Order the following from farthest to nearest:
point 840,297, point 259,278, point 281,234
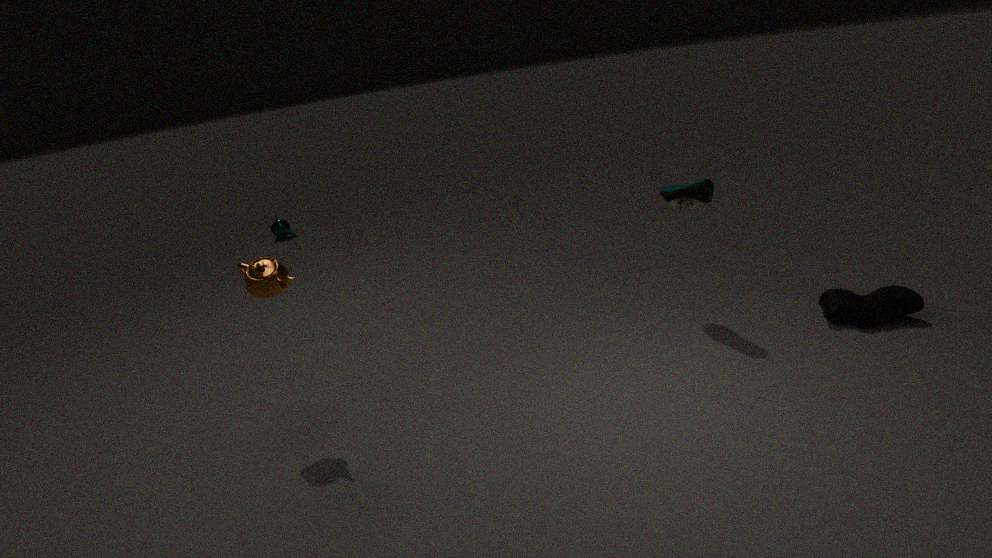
point 281,234 < point 840,297 < point 259,278
